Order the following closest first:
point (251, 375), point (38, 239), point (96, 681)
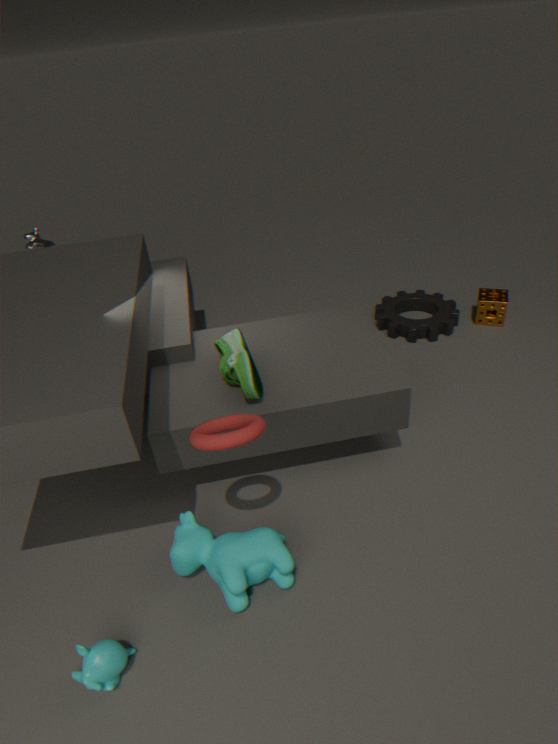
point (96, 681) → point (251, 375) → point (38, 239)
